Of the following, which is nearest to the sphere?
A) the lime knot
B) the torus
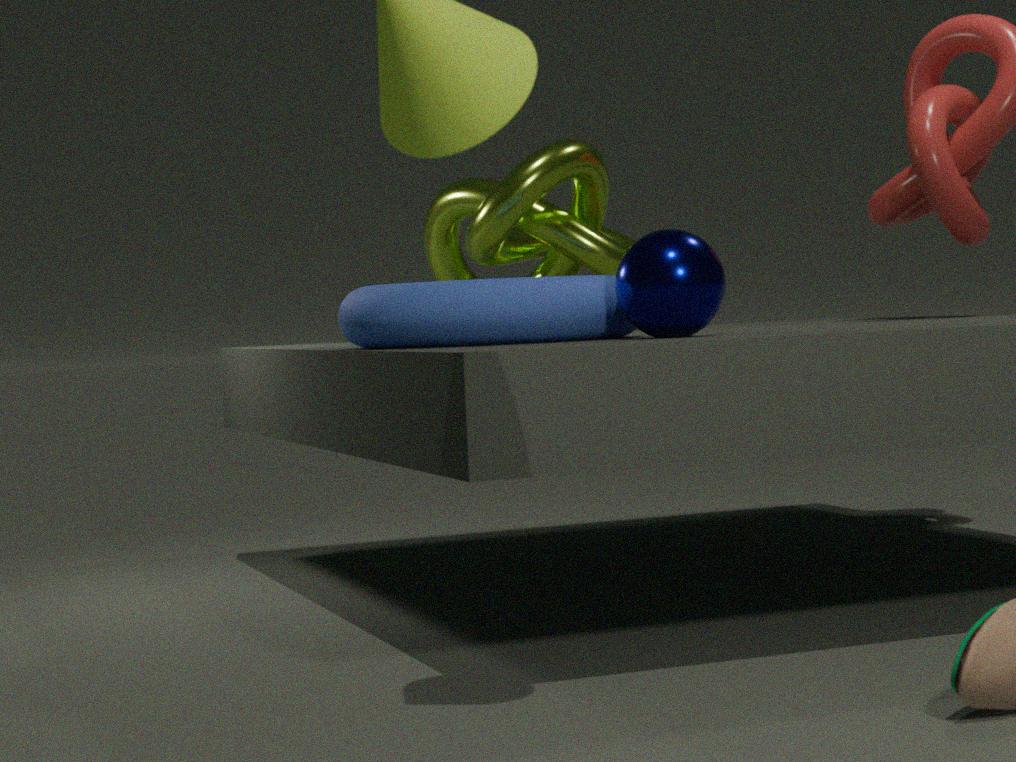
the torus
